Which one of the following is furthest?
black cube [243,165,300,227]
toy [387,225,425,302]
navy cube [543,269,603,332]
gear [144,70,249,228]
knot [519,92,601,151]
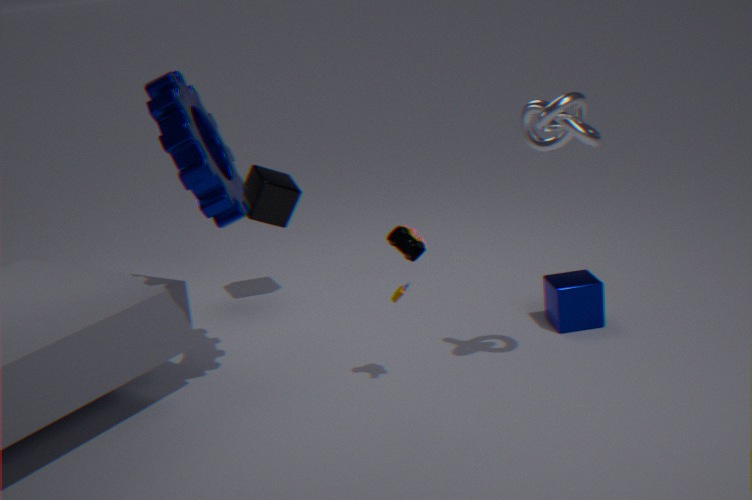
black cube [243,165,300,227]
